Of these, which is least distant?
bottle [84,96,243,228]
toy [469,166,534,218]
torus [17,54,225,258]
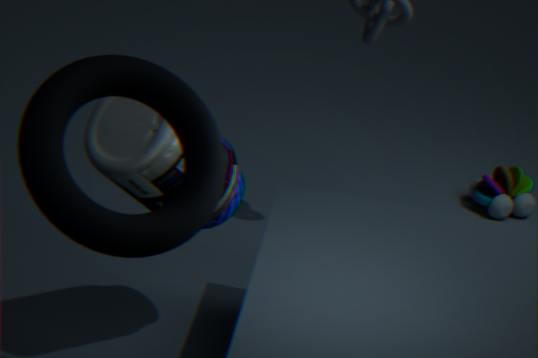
torus [17,54,225,258]
